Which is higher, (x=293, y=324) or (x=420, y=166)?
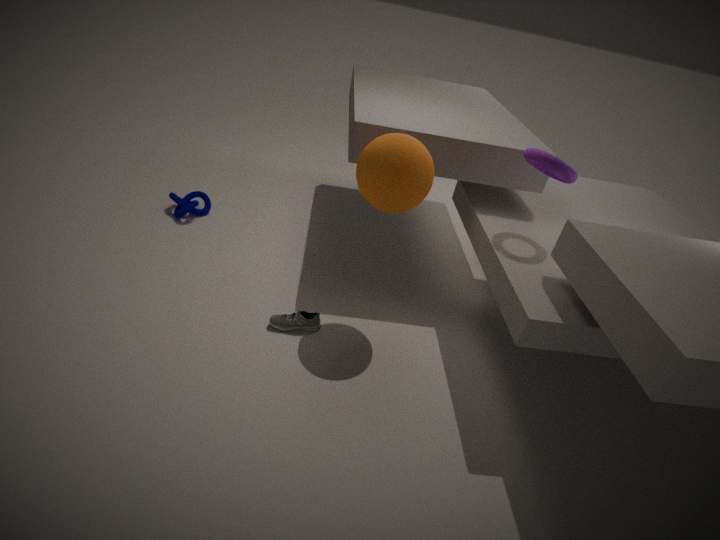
(x=420, y=166)
